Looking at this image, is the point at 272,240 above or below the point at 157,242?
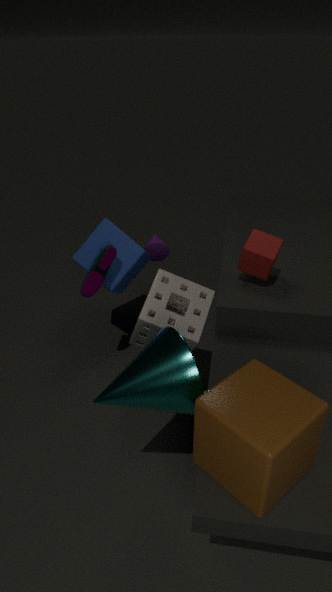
above
